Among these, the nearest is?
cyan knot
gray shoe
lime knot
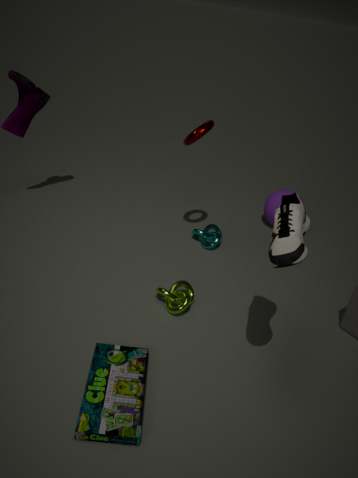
gray shoe
